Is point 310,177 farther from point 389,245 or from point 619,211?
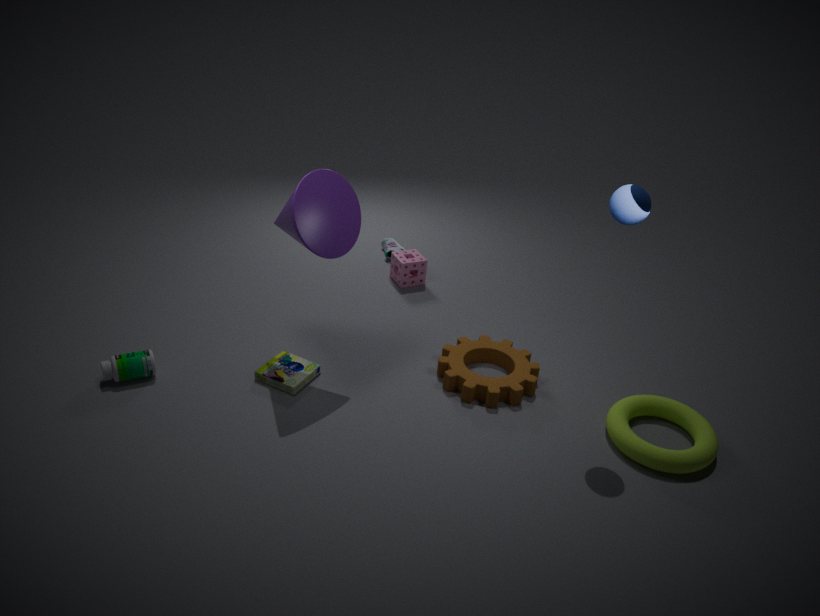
point 389,245
